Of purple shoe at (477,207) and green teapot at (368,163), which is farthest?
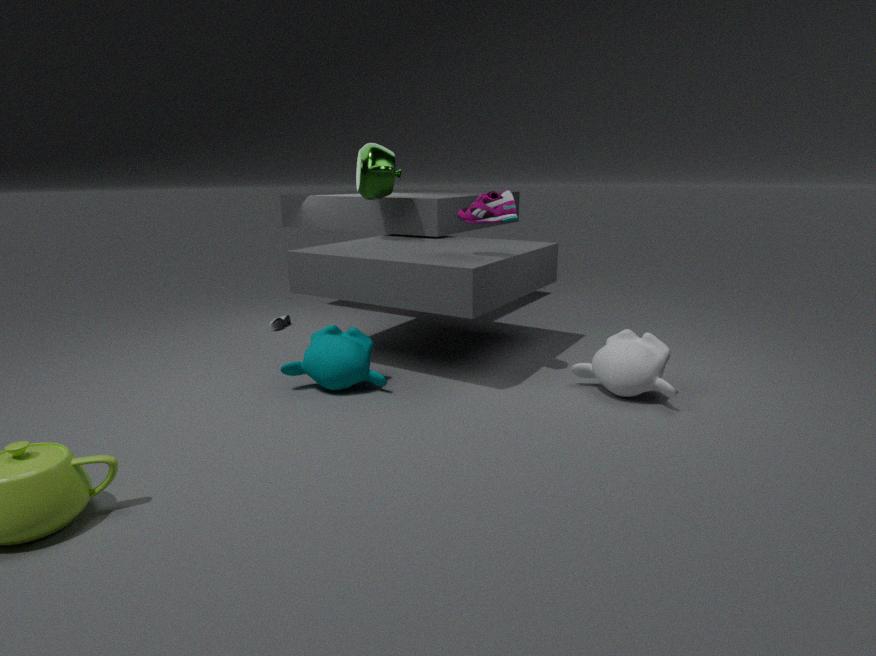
green teapot at (368,163)
